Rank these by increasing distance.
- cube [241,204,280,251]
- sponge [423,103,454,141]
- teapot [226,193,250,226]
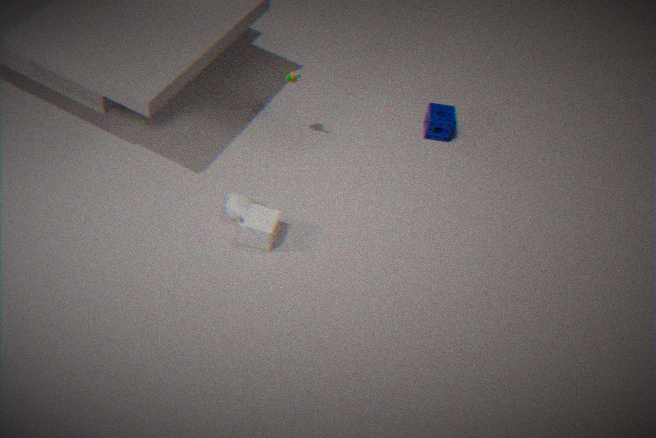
cube [241,204,280,251], teapot [226,193,250,226], sponge [423,103,454,141]
